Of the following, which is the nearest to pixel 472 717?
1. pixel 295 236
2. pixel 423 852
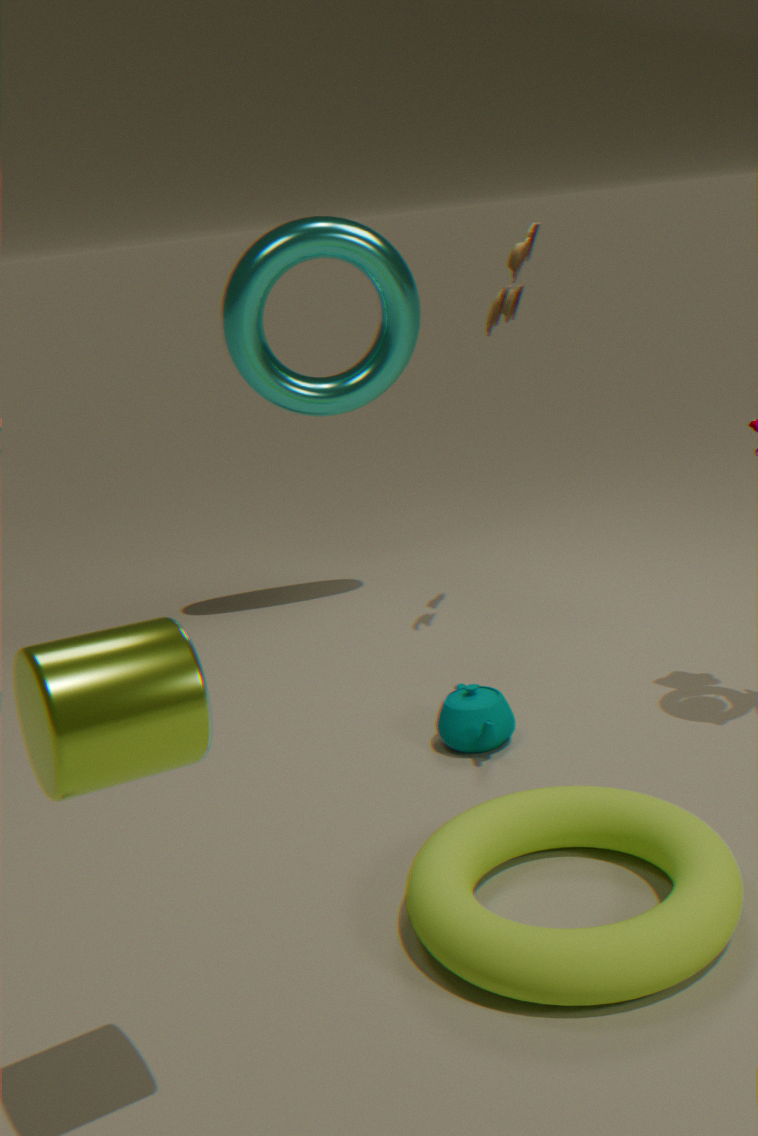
pixel 423 852
